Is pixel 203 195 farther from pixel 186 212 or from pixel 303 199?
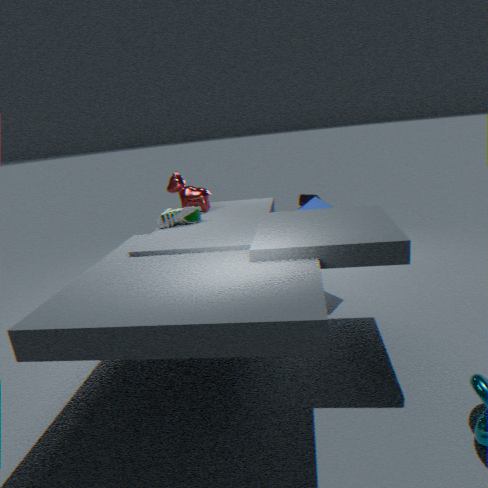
pixel 303 199
